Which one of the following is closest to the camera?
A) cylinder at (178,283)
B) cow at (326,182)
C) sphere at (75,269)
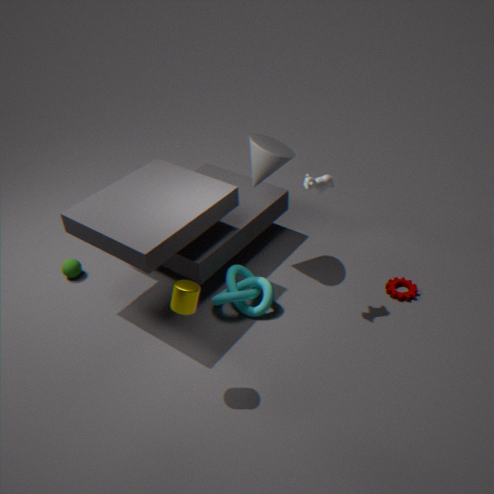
A. cylinder at (178,283)
